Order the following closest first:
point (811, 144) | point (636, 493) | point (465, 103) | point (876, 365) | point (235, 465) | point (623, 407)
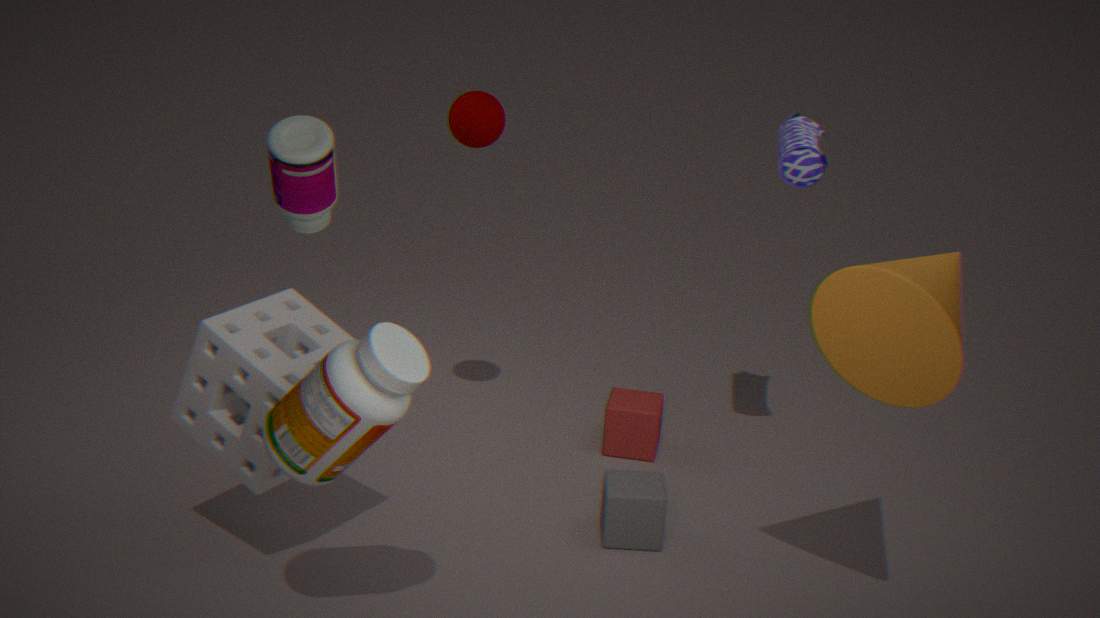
point (876, 365) → point (235, 465) → point (636, 493) → point (811, 144) → point (465, 103) → point (623, 407)
